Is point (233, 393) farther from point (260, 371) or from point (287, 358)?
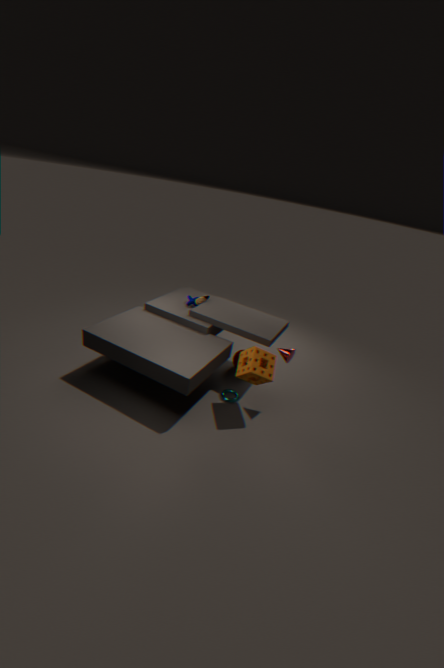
point (287, 358)
